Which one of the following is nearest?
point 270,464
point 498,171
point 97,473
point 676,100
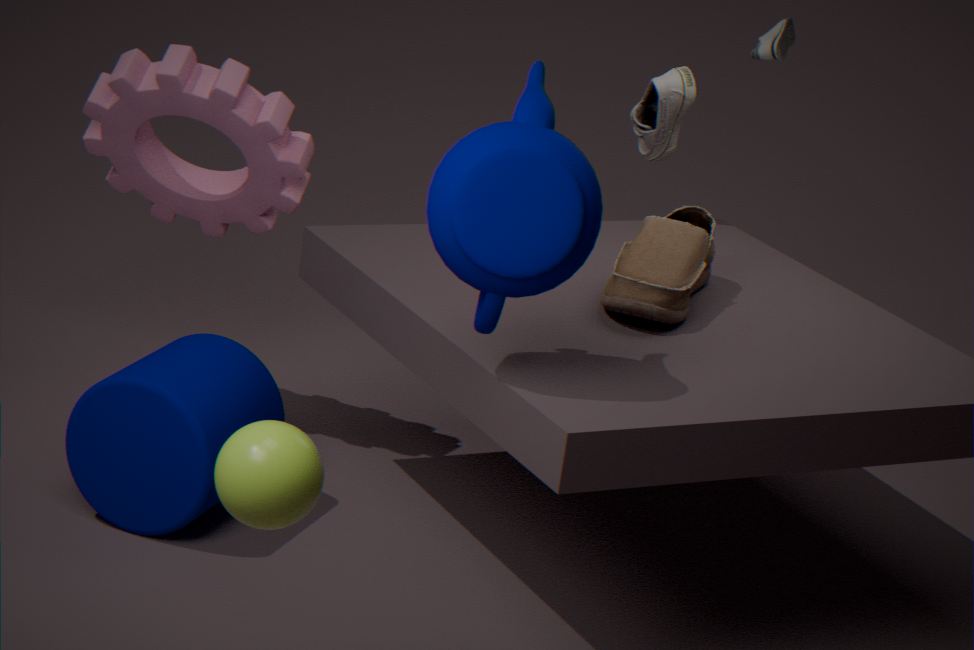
point 270,464
